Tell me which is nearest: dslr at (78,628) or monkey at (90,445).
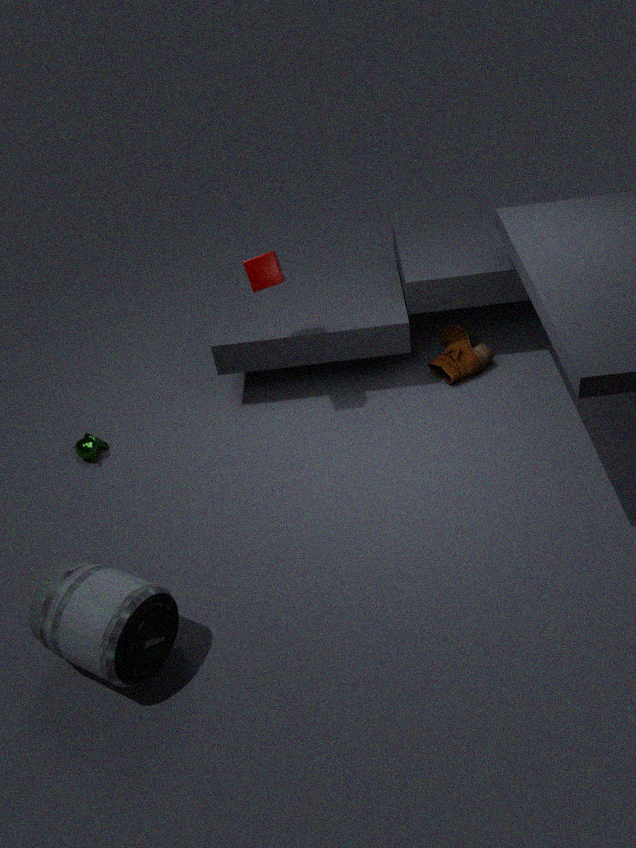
dslr at (78,628)
